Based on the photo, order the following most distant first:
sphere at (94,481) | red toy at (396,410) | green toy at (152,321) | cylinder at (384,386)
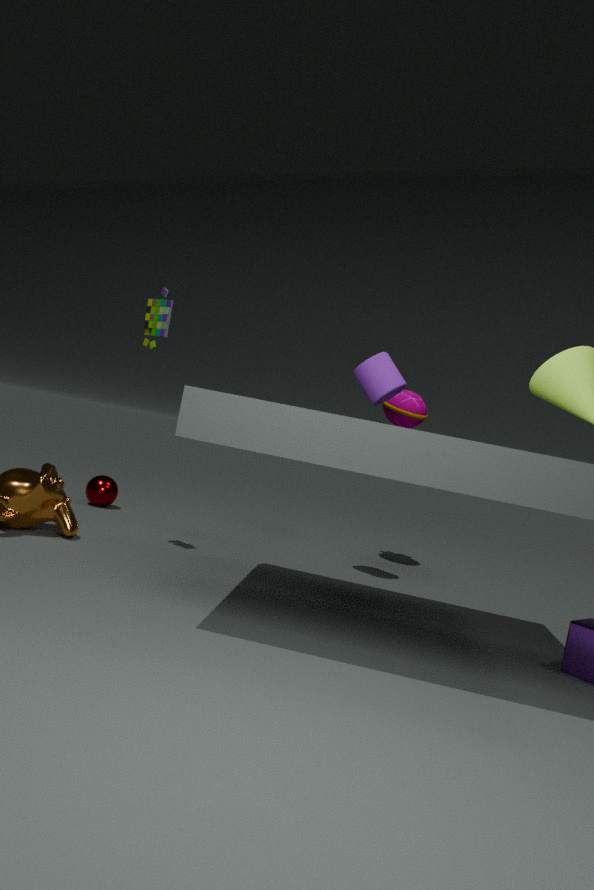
1. sphere at (94,481)
2. red toy at (396,410)
3. cylinder at (384,386)
4. green toy at (152,321)
